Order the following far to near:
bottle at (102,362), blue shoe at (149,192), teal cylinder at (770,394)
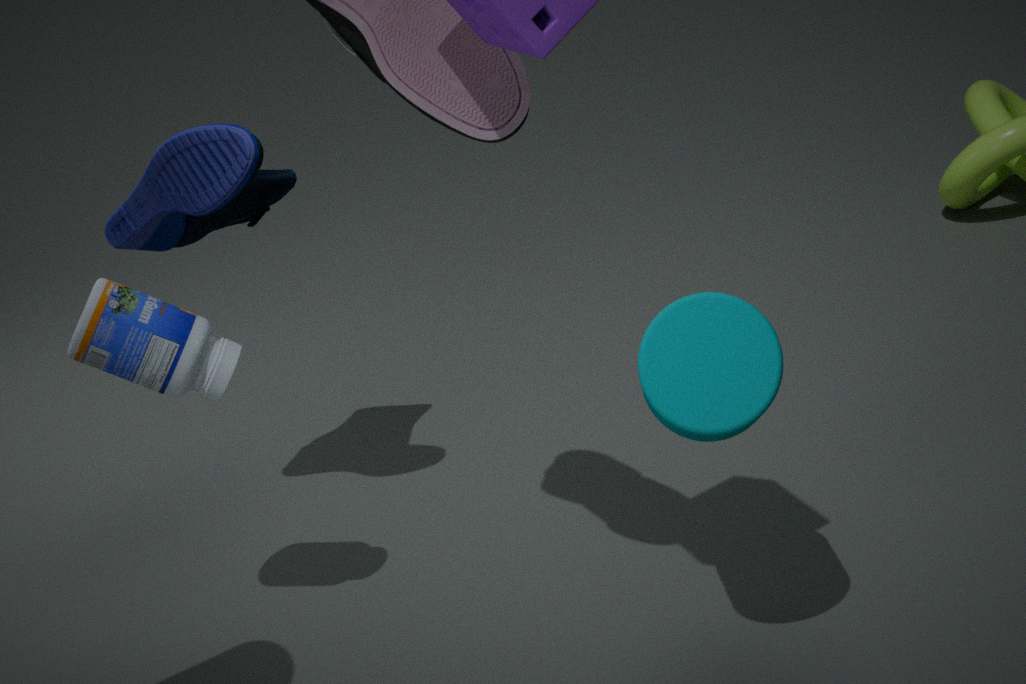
1. blue shoe at (149,192)
2. bottle at (102,362)
3. teal cylinder at (770,394)
